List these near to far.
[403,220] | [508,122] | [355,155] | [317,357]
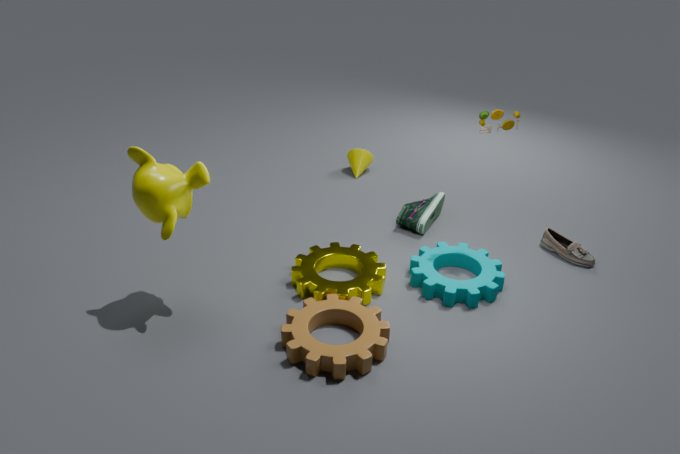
[317,357] → [508,122] → [403,220] → [355,155]
